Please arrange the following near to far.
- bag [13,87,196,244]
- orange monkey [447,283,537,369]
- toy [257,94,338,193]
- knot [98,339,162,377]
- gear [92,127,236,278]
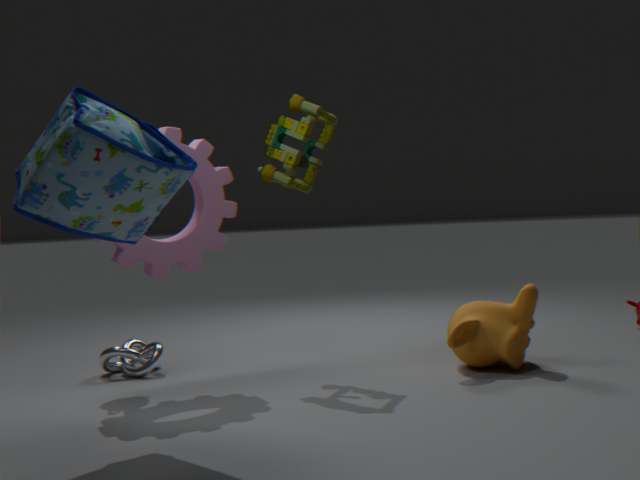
bag [13,87,196,244] → gear [92,127,236,278] → orange monkey [447,283,537,369] → toy [257,94,338,193] → knot [98,339,162,377]
